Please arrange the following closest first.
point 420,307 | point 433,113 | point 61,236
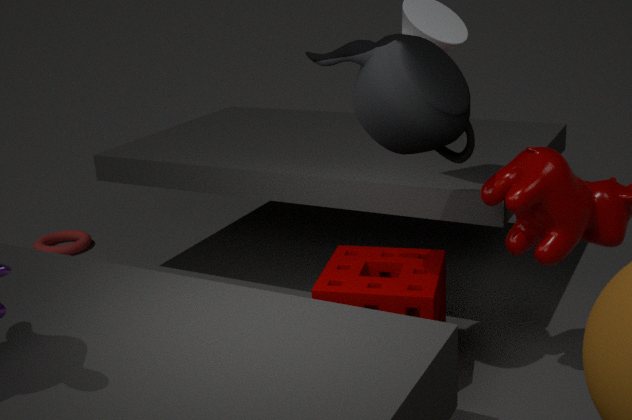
point 433,113
point 420,307
point 61,236
